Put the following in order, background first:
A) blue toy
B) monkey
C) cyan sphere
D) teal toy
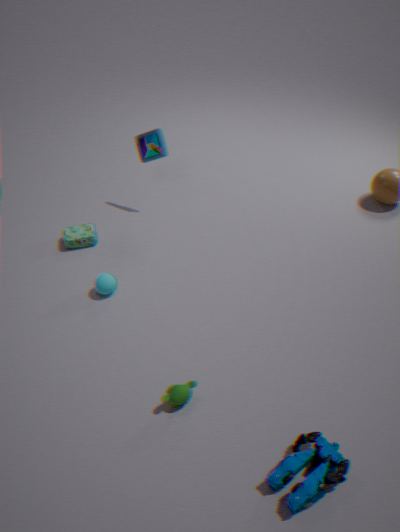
blue toy, cyan sphere, monkey, teal toy
